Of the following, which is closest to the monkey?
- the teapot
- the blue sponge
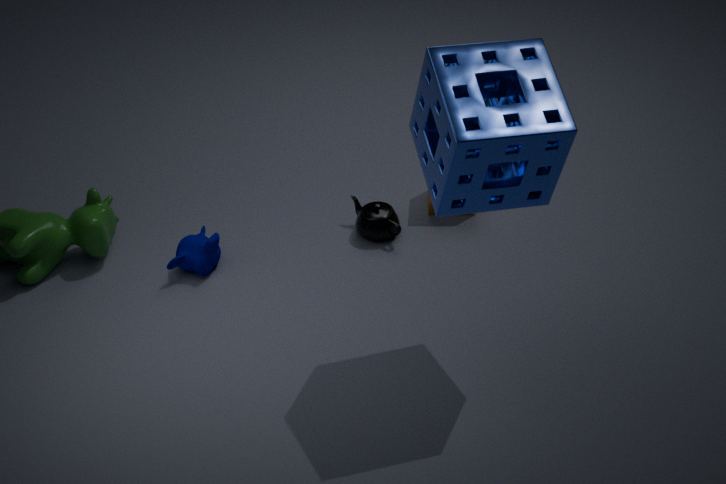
the teapot
